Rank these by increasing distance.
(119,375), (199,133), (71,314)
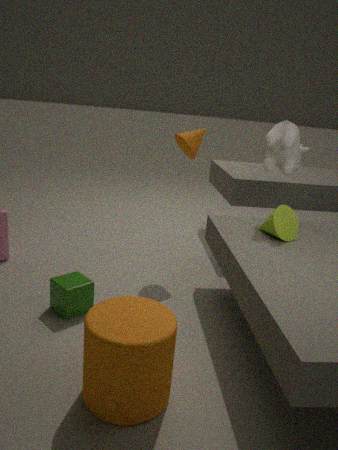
(119,375) < (71,314) < (199,133)
